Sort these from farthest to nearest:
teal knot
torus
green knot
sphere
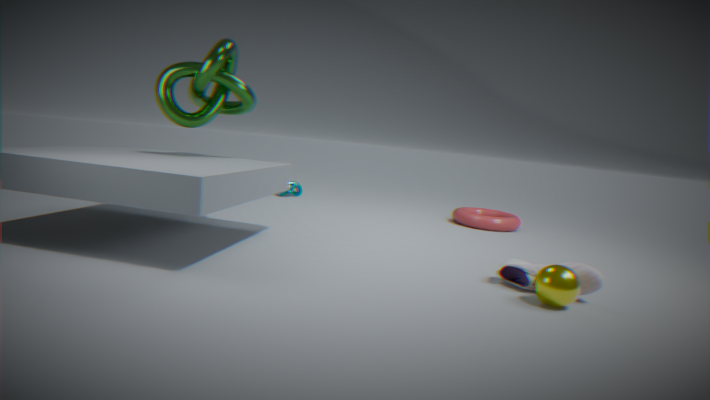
1. teal knot
2. torus
3. green knot
4. sphere
